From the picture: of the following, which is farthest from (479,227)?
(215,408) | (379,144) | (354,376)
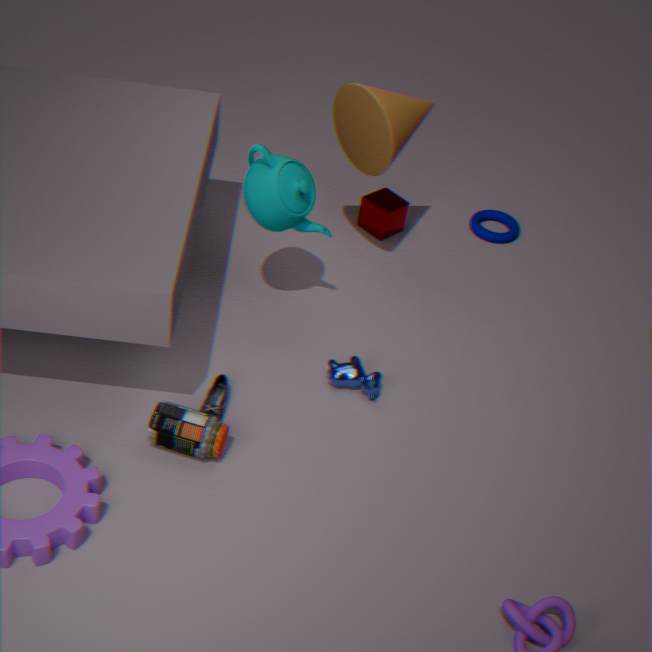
(215,408)
